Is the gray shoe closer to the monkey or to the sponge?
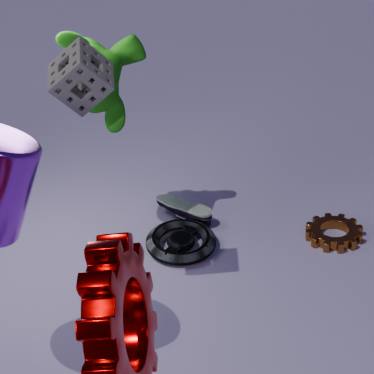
the monkey
